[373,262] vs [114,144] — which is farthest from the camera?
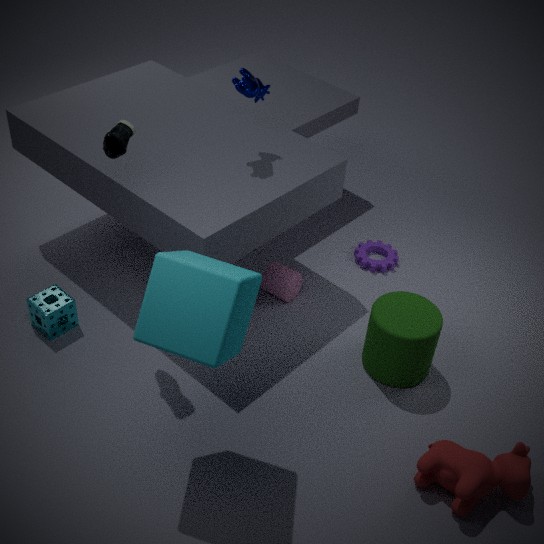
[373,262]
